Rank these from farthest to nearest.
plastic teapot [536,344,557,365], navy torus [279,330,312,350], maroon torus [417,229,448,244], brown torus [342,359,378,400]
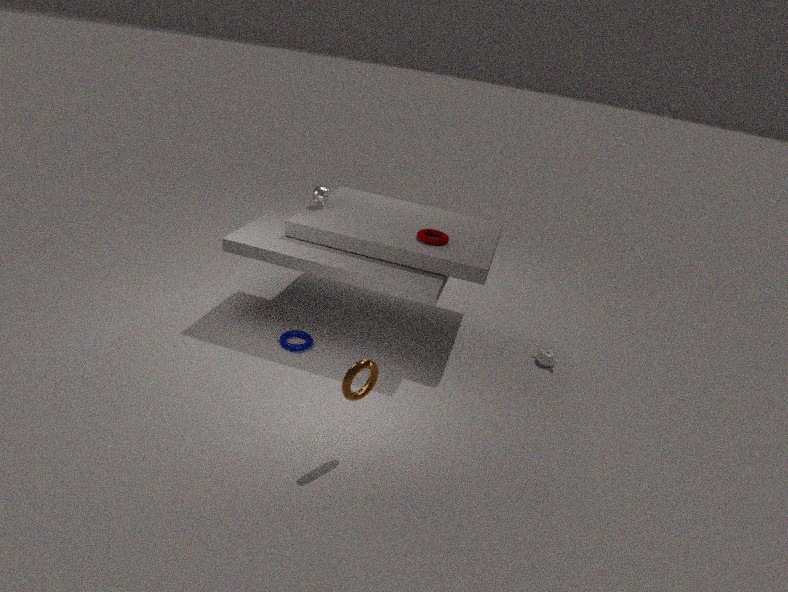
plastic teapot [536,344,557,365], maroon torus [417,229,448,244], navy torus [279,330,312,350], brown torus [342,359,378,400]
